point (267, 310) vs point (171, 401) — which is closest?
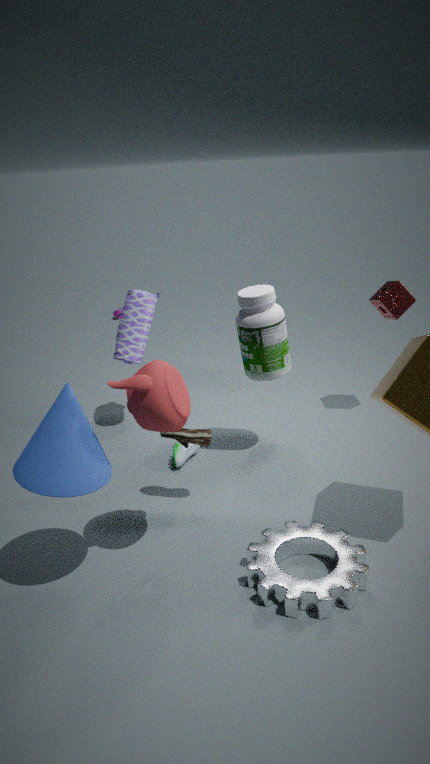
point (171, 401)
